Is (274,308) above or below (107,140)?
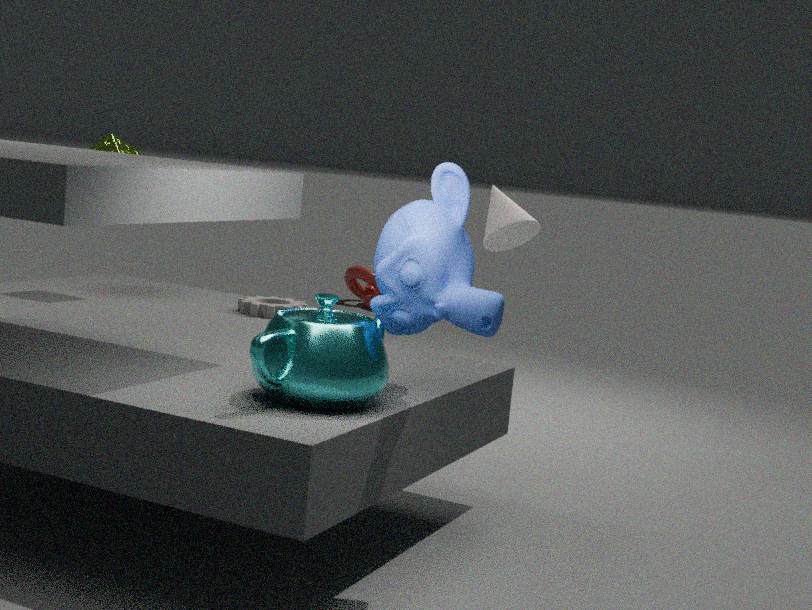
below
